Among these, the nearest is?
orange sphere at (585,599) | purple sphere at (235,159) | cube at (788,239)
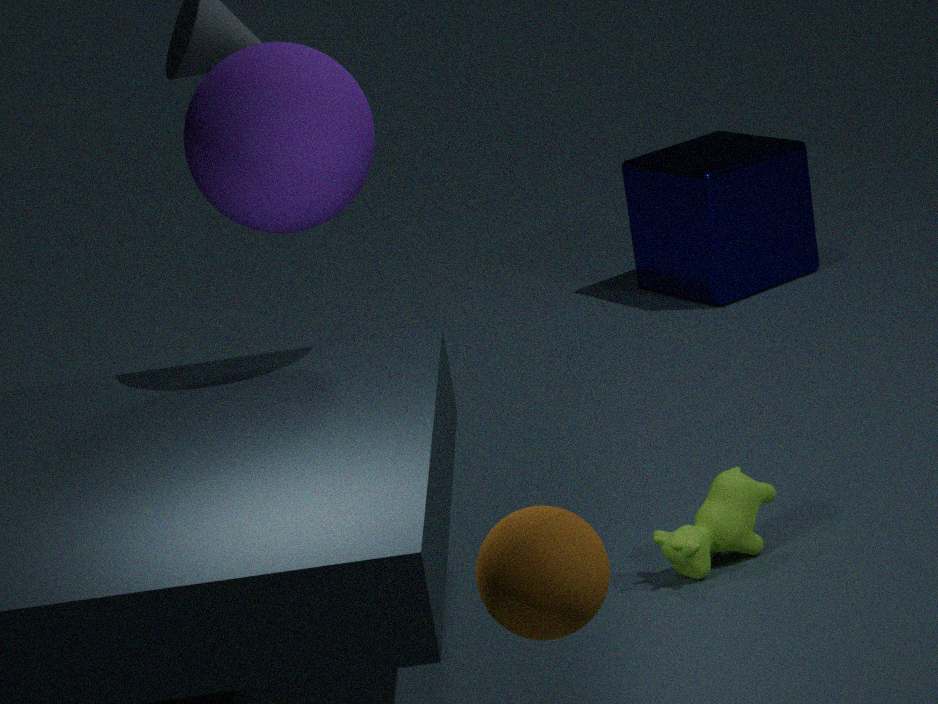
orange sphere at (585,599)
